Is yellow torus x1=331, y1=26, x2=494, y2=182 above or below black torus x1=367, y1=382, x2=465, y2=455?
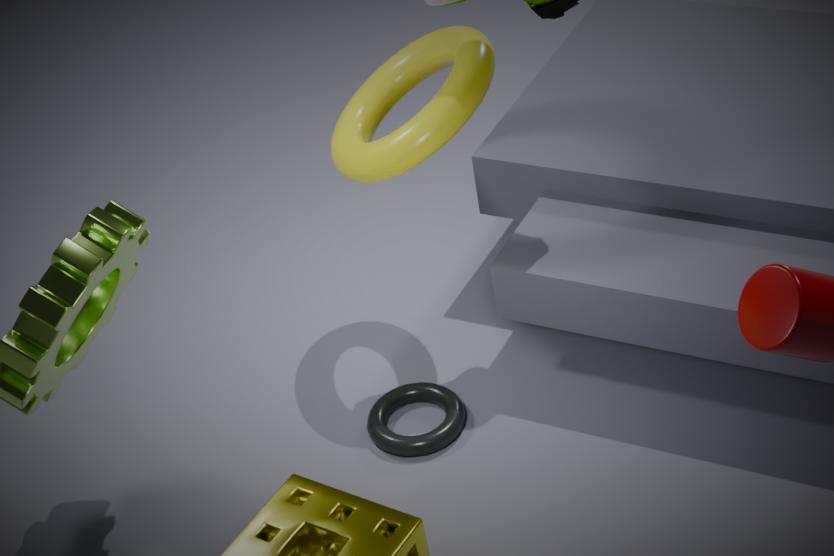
above
